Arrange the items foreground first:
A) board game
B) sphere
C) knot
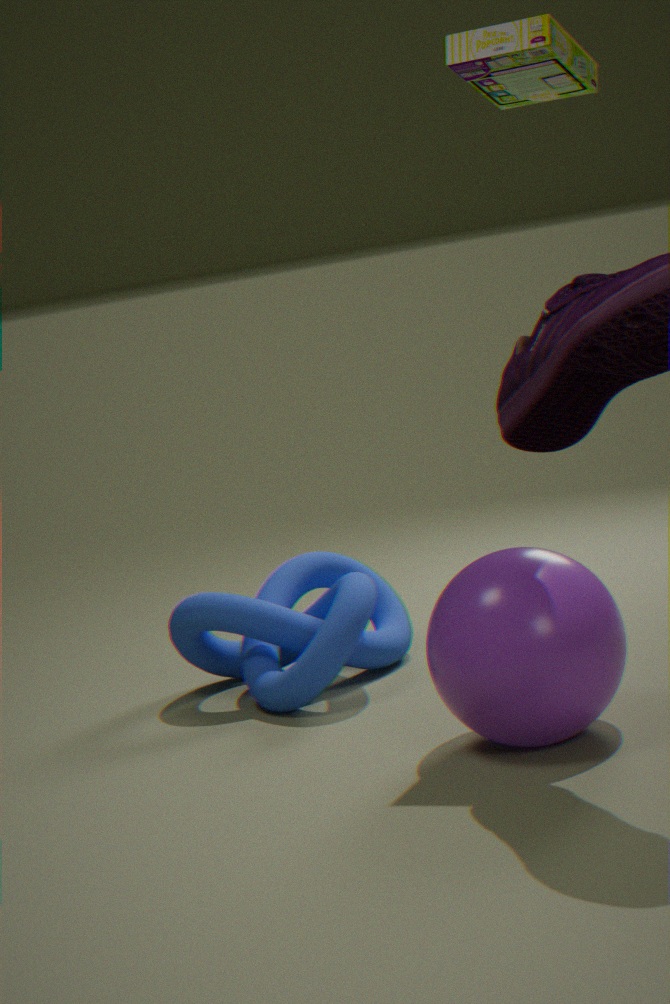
sphere
board game
knot
